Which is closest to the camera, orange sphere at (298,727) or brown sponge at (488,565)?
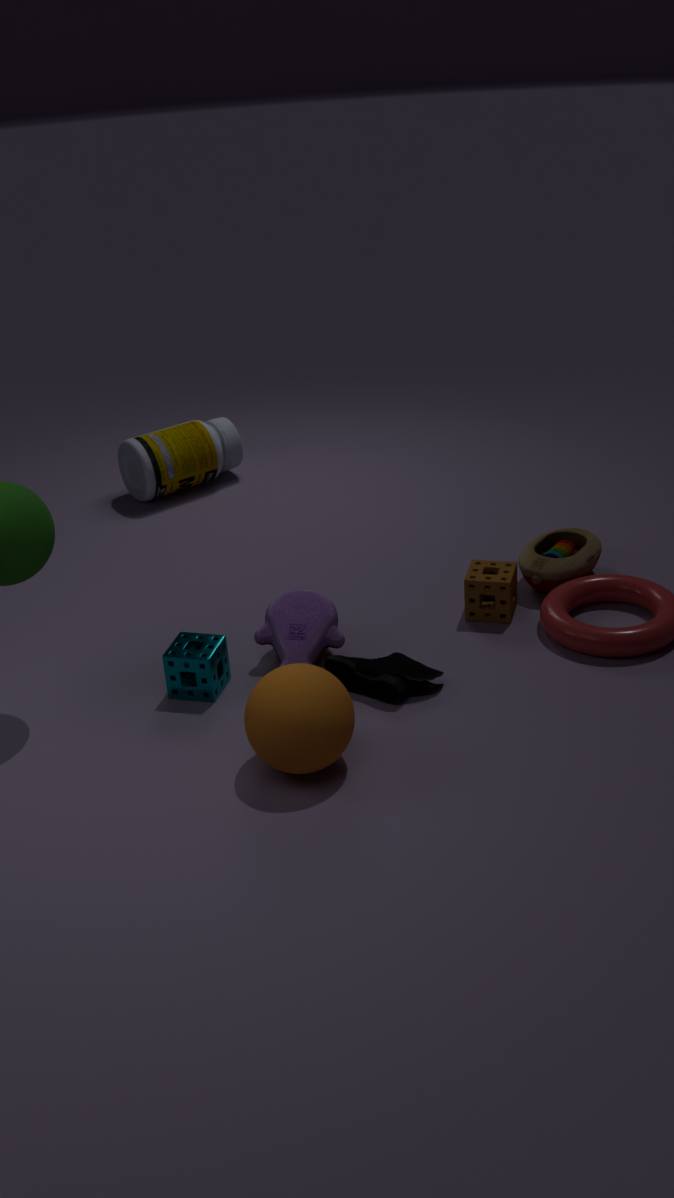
orange sphere at (298,727)
